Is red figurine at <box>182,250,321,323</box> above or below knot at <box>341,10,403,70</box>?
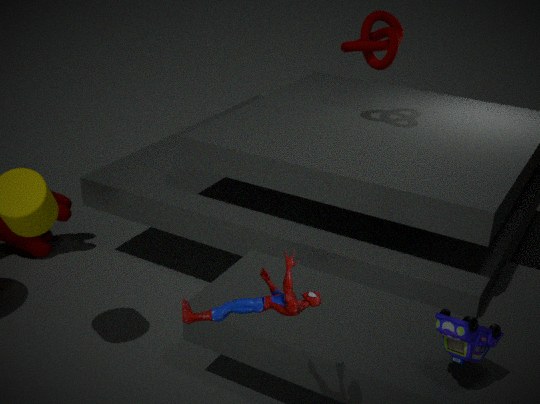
below
